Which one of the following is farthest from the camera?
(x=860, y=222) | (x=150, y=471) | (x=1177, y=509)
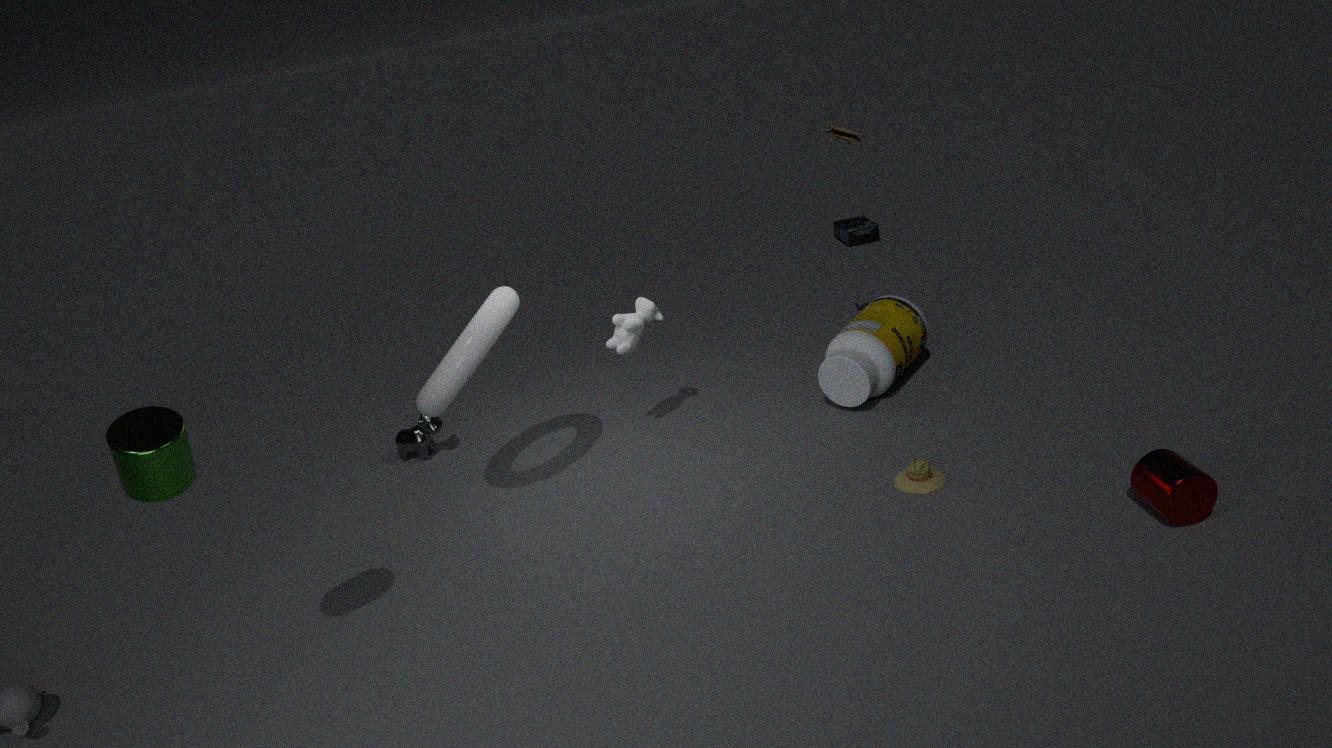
(x=860, y=222)
